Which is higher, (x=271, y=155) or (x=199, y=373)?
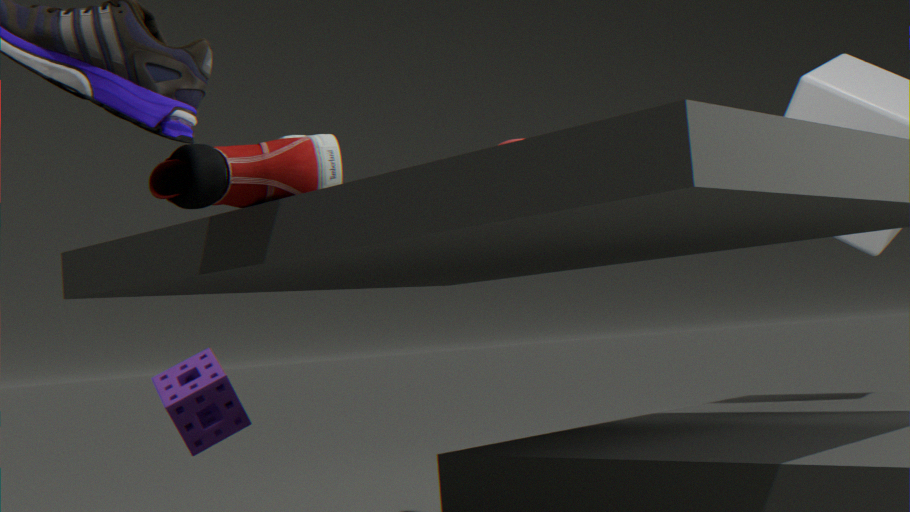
(x=271, y=155)
